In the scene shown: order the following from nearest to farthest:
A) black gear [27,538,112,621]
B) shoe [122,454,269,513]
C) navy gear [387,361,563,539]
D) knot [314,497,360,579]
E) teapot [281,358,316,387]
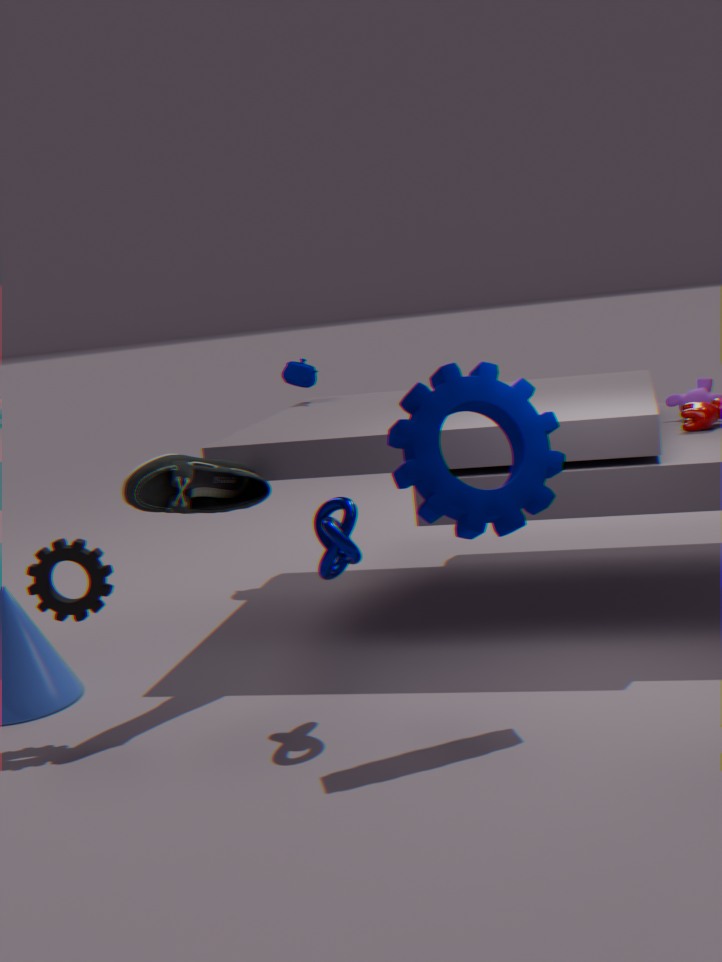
navy gear [387,361,563,539]
knot [314,497,360,579]
black gear [27,538,112,621]
shoe [122,454,269,513]
teapot [281,358,316,387]
